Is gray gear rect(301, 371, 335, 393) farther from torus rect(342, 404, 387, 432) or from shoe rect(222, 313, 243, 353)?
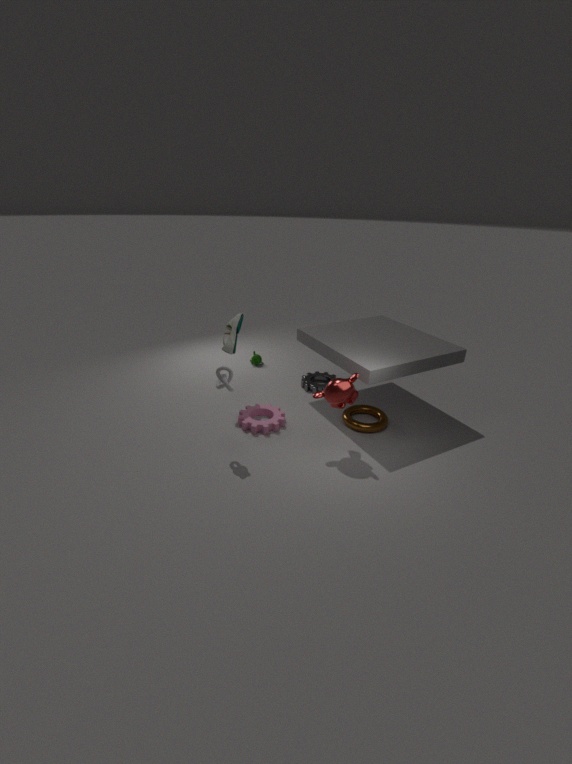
shoe rect(222, 313, 243, 353)
